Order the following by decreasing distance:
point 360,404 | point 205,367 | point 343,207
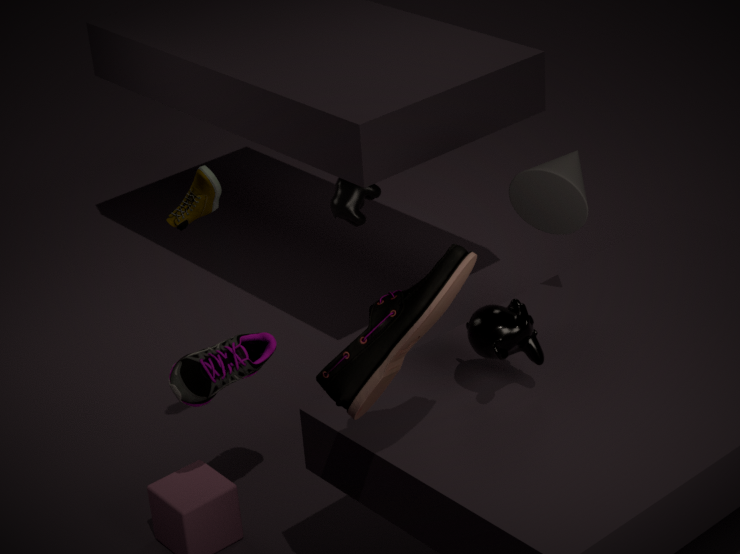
1. point 343,207
2. point 205,367
3. point 360,404
